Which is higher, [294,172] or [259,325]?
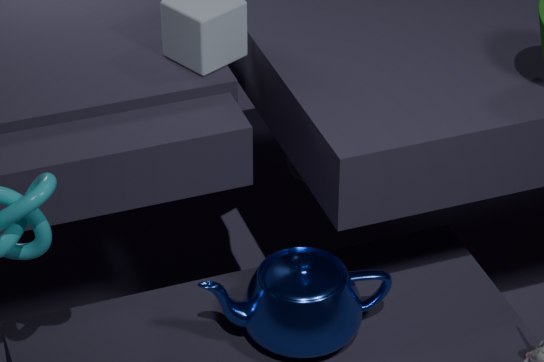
[259,325]
